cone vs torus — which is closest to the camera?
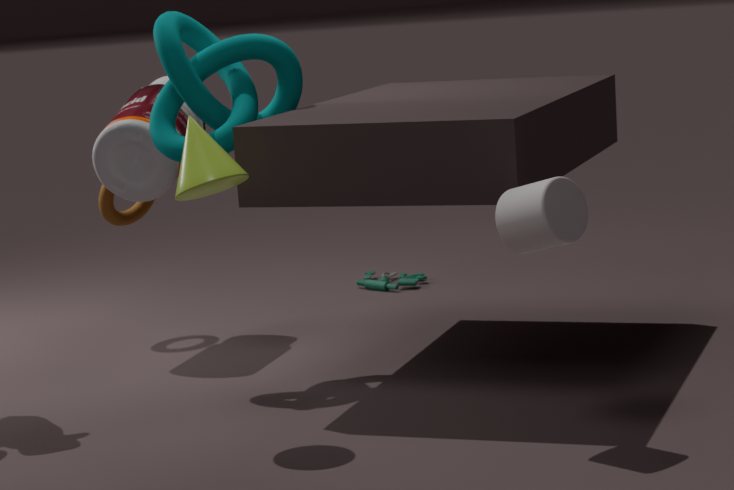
cone
